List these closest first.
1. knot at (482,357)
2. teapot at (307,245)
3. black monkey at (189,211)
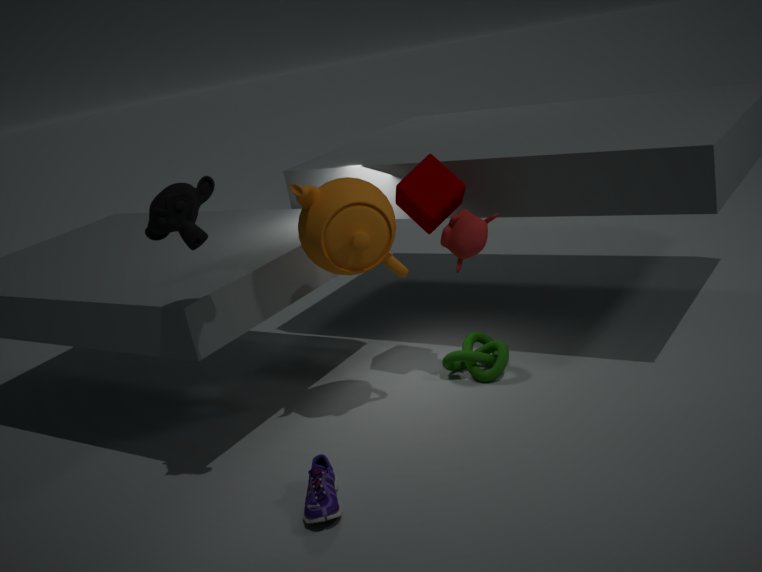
black monkey at (189,211)
teapot at (307,245)
knot at (482,357)
